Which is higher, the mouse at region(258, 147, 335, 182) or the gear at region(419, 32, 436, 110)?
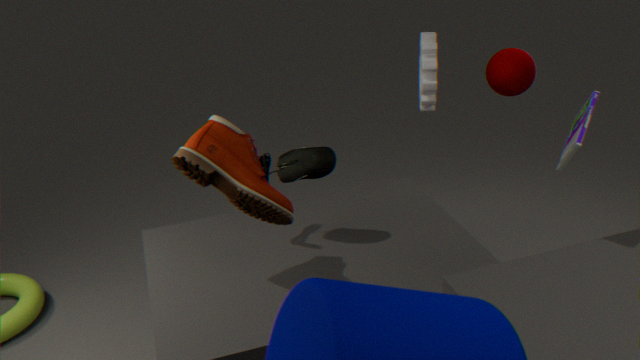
the gear at region(419, 32, 436, 110)
